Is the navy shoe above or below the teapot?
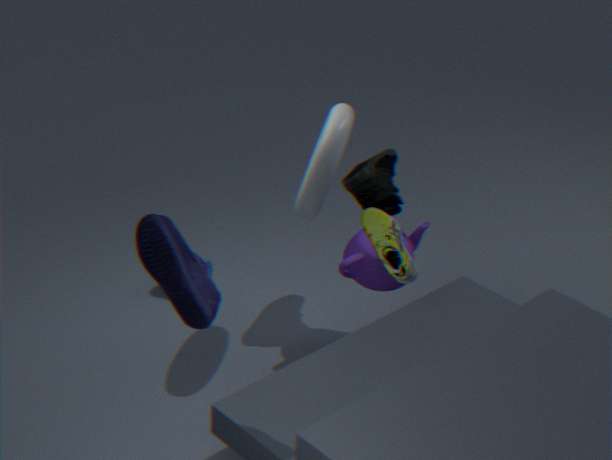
above
